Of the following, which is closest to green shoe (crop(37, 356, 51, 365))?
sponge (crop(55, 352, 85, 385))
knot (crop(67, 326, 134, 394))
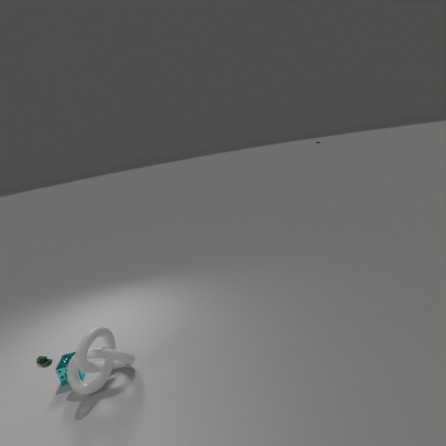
sponge (crop(55, 352, 85, 385))
